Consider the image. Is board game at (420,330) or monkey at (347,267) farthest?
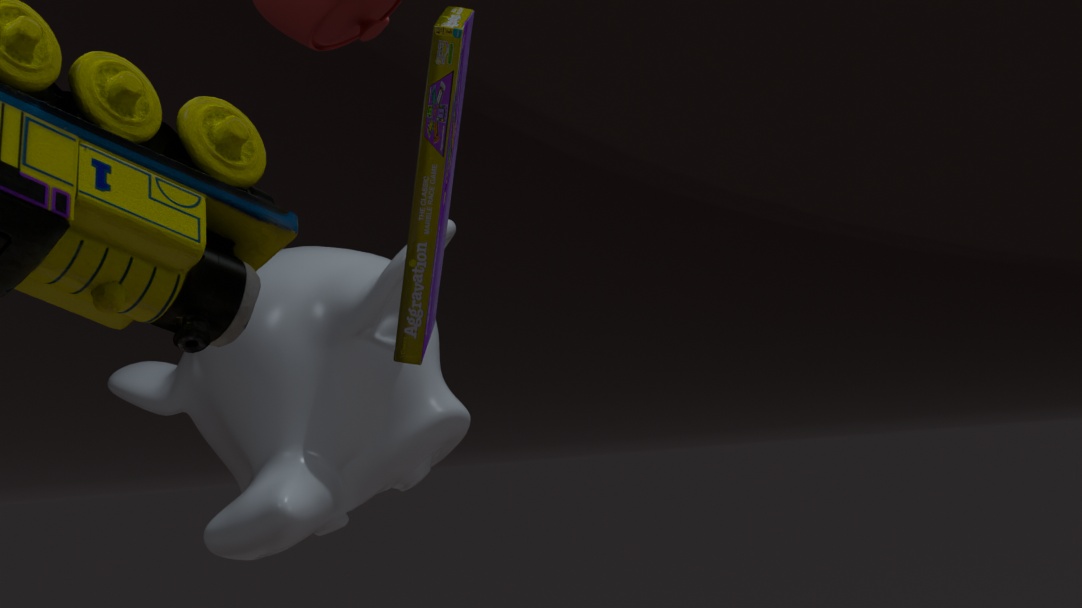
monkey at (347,267)
